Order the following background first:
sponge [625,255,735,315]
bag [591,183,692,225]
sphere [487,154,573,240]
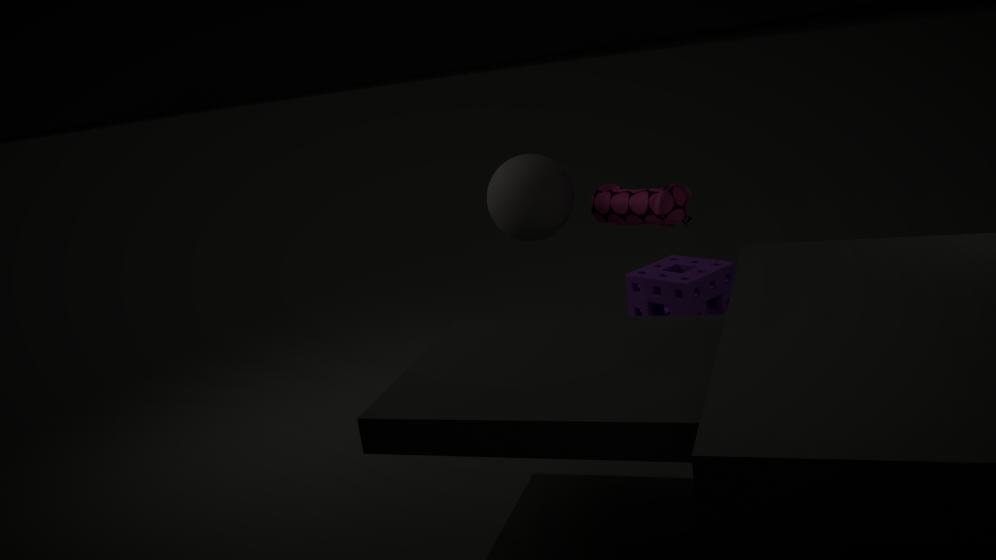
1. sponge [625,255,735,315]
2. sphere [487,154,573,240]
3. bag [591,183,692,225]
